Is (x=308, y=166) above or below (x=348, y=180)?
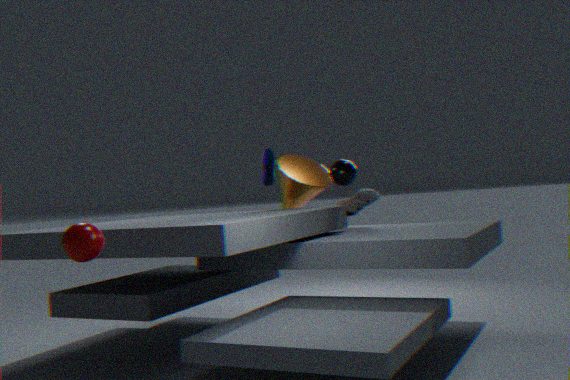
below
